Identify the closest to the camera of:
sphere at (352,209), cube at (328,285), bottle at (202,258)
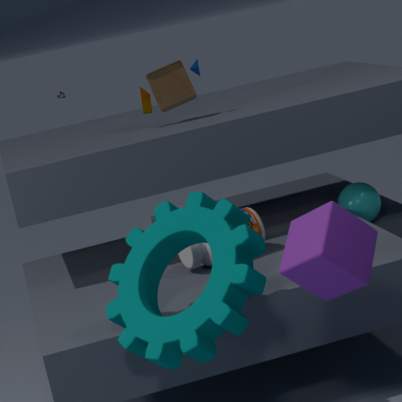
cube at (328,285)
